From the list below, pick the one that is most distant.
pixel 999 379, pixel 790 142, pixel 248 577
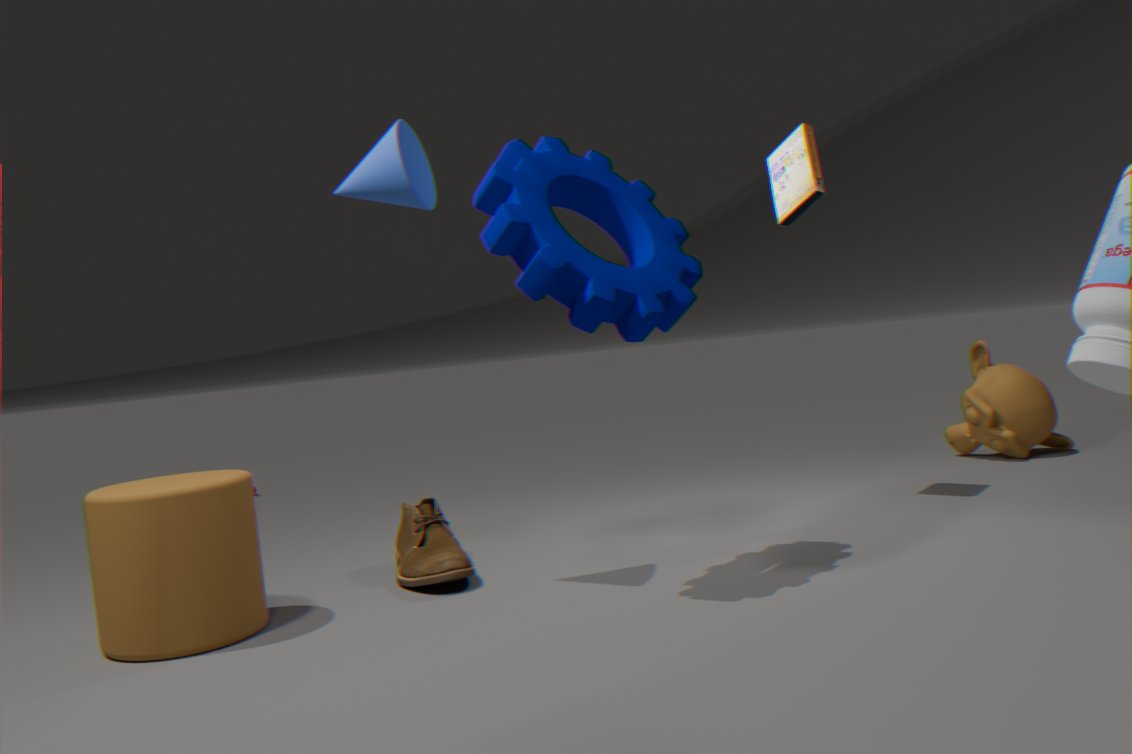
pixel 999 379
